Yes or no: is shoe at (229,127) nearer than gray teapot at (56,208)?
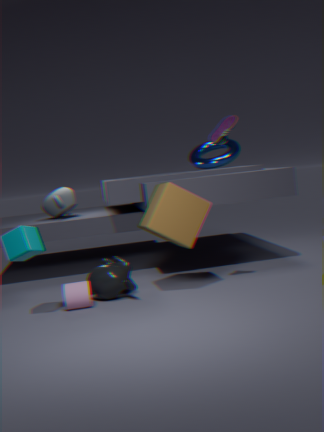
Yes
